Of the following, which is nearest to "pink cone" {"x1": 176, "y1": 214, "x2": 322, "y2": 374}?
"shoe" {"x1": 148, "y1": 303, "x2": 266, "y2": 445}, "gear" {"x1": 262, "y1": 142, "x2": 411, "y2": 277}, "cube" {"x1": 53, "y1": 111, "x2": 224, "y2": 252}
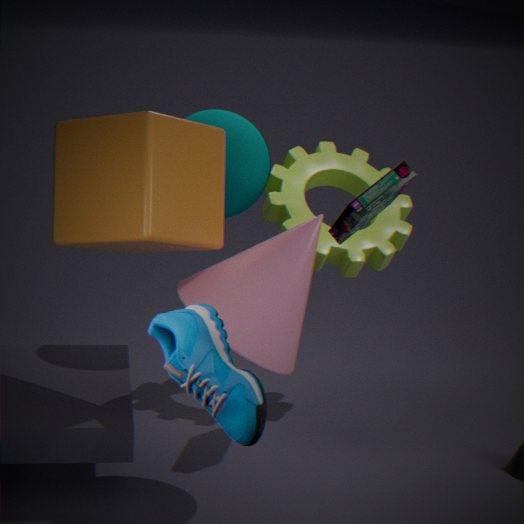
"cube" {"x1": 53, "y1": 111, "x2": 224, "y2": 252}
